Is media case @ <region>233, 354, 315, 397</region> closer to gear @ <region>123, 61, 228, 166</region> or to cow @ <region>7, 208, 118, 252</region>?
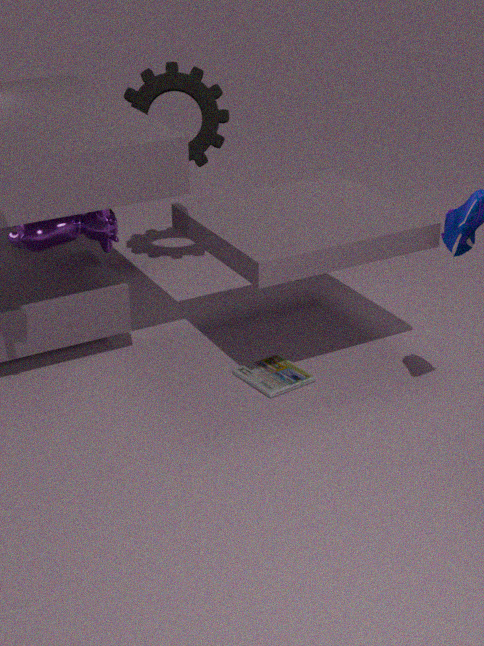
cow @ <region>7, 208, 118, 252</region>
